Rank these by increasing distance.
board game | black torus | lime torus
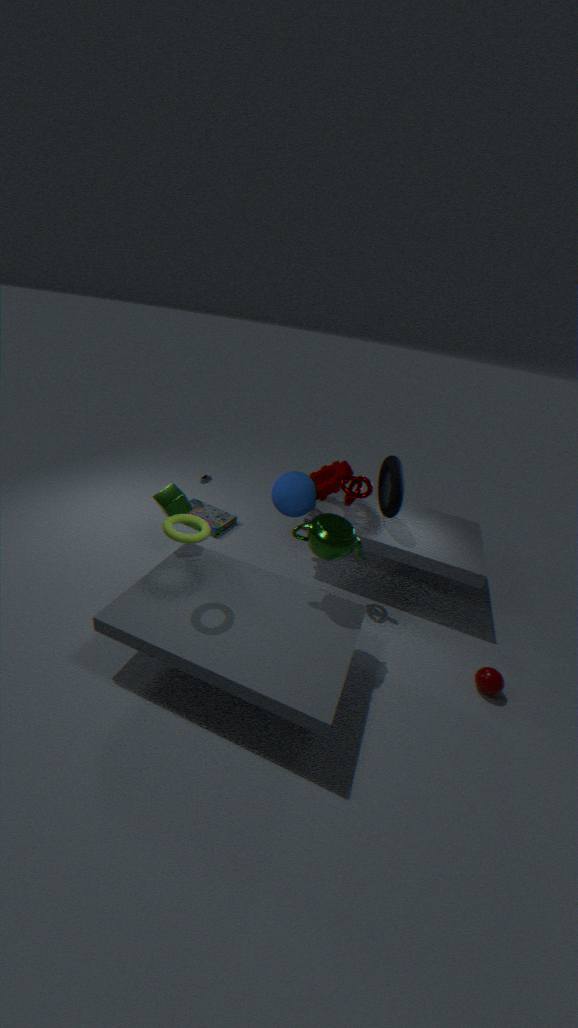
lime torus, black torus, board game
